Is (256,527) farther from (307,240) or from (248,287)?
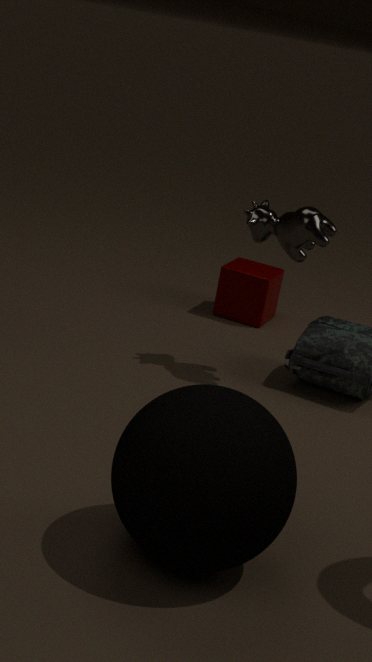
(248,287)
